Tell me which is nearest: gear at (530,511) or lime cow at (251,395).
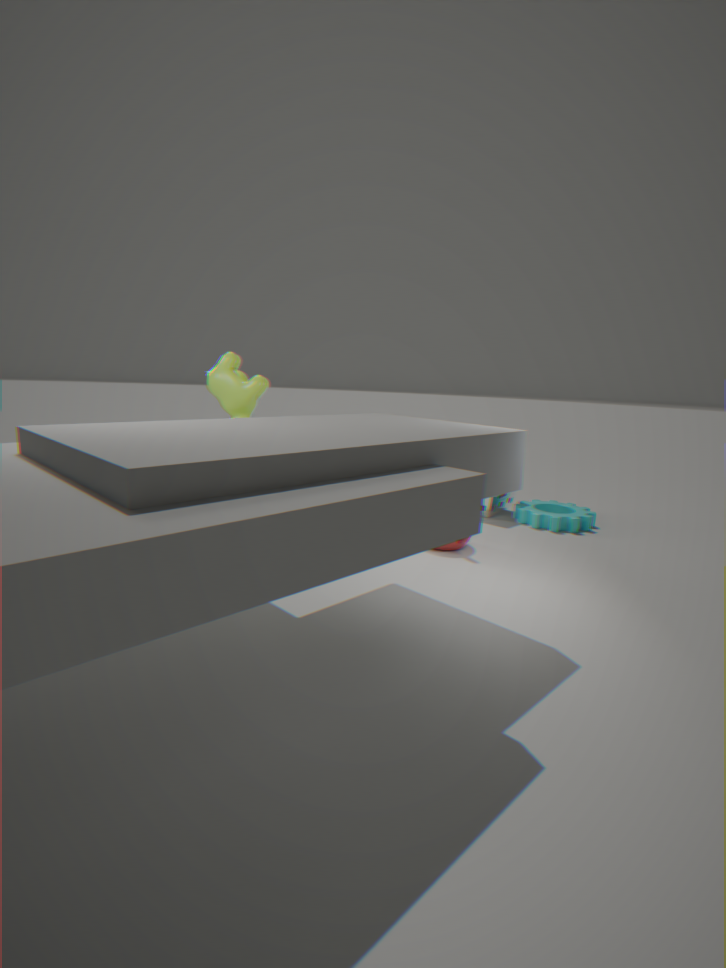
lime cow at (251,395)
